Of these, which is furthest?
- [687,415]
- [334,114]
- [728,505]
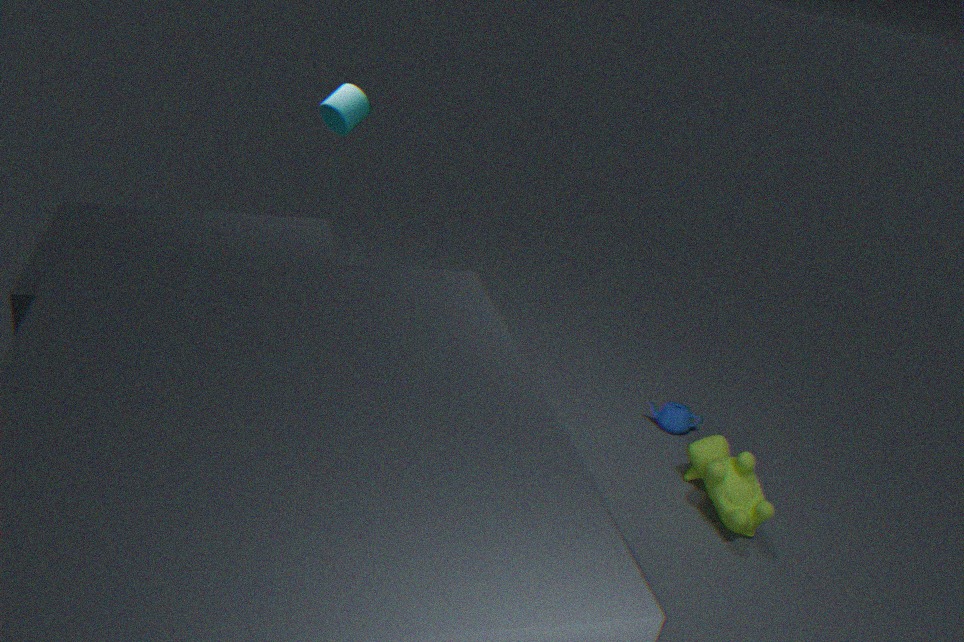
[687,415]
